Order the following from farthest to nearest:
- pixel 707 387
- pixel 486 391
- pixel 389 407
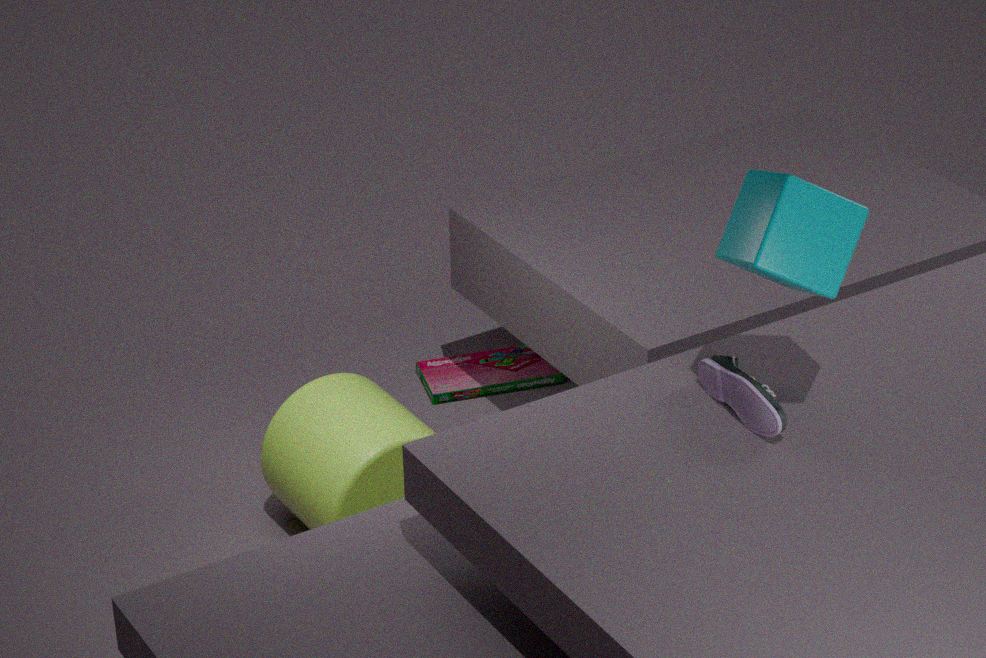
1. pixel 486 391
2. pixel 389 407
3. pixel 707 387
